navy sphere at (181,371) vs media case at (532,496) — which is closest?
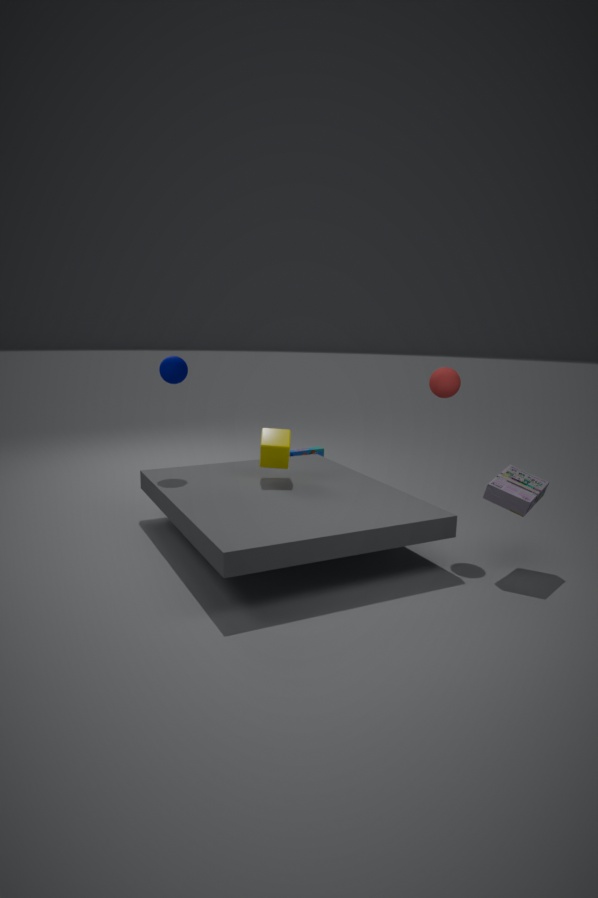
media case at (532,496)
